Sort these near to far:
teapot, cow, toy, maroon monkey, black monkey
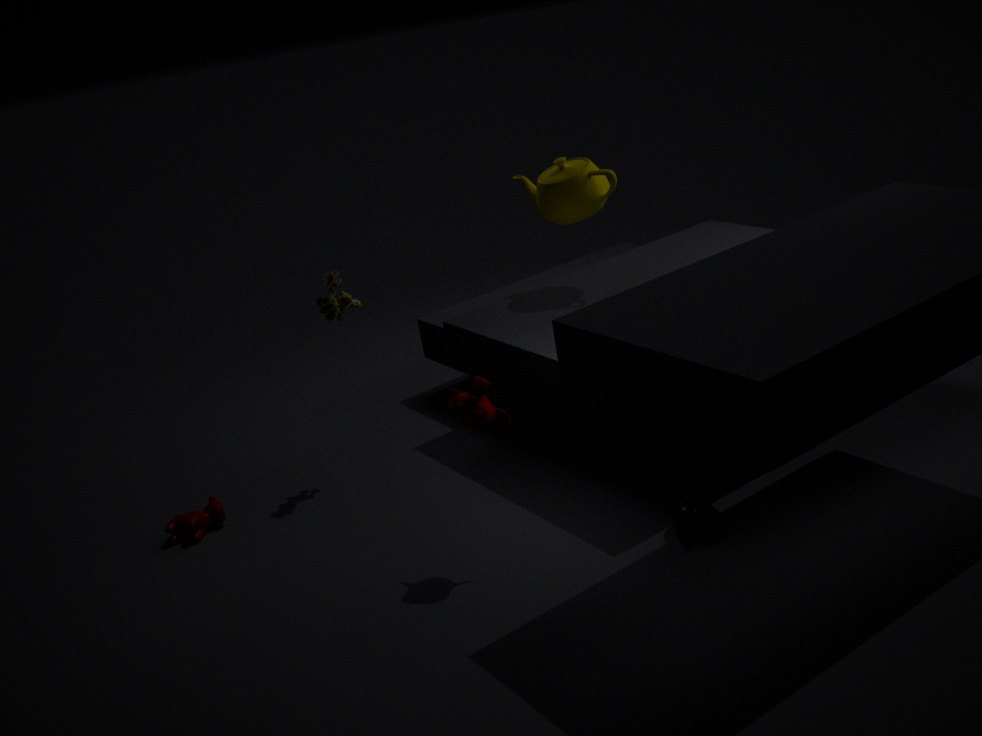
1. maroon monkey
2. black monkey
3. toy
4. cow
5. teapot
